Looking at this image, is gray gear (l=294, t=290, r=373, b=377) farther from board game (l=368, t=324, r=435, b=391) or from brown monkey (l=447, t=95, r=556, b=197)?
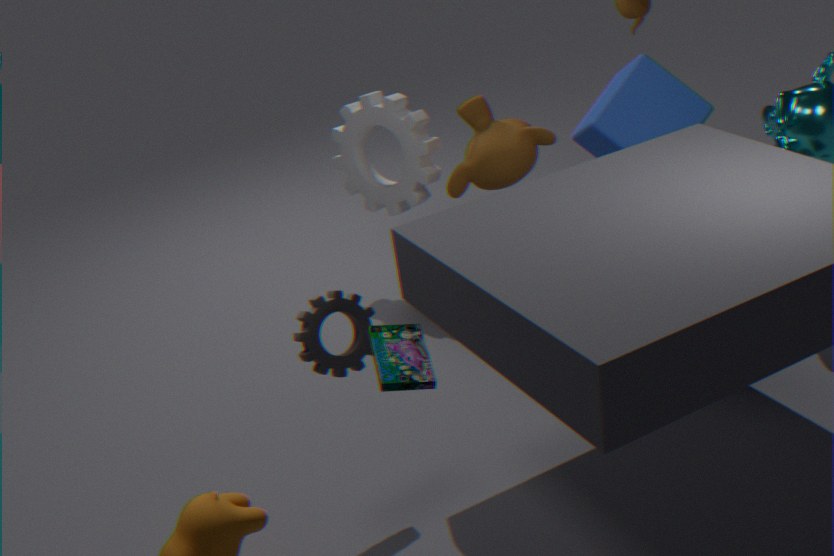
brown monkey (l=447, t=95, r=556, b=197)
